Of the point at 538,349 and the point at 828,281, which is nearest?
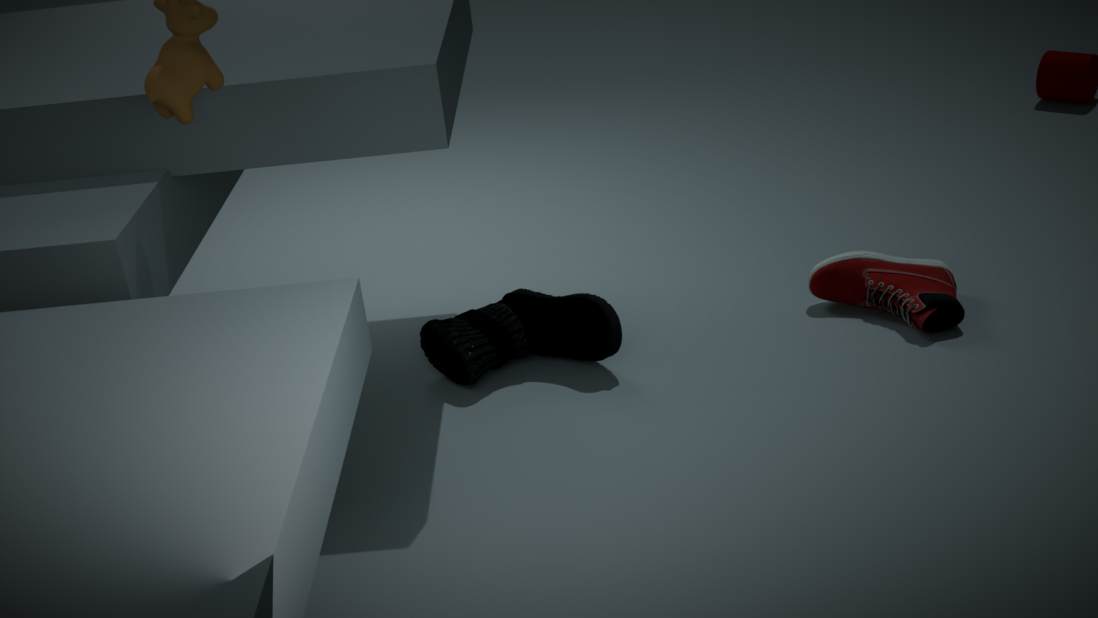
the point at 538,349
